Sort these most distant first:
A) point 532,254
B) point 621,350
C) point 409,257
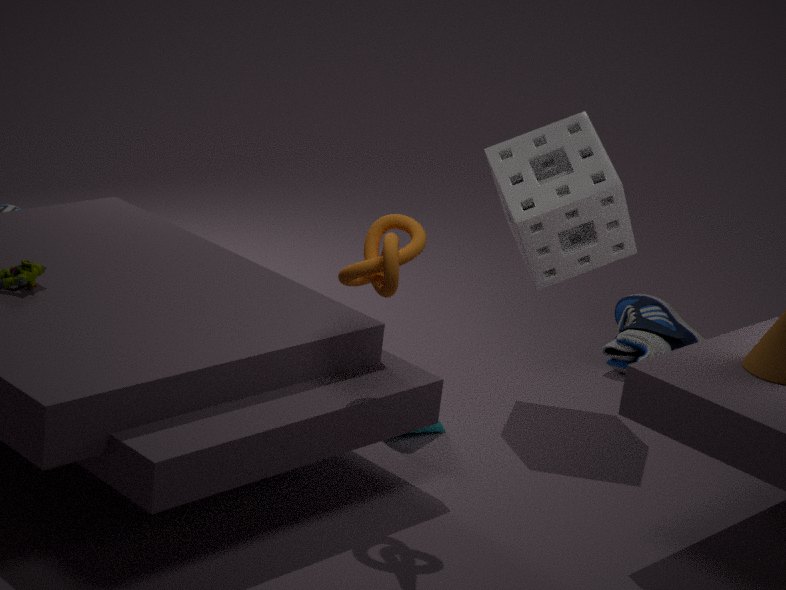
point 621,350 → point 532,254 → point 409,257
